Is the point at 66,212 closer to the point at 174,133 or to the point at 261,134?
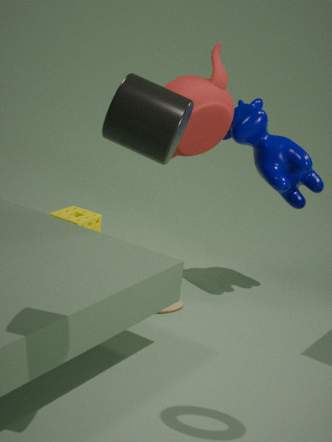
the point at 261,134
